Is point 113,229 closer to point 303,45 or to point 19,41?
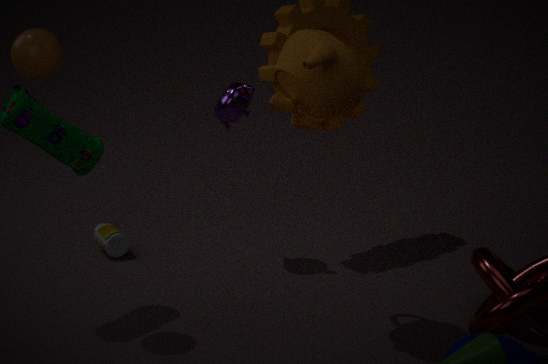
point 19,41
